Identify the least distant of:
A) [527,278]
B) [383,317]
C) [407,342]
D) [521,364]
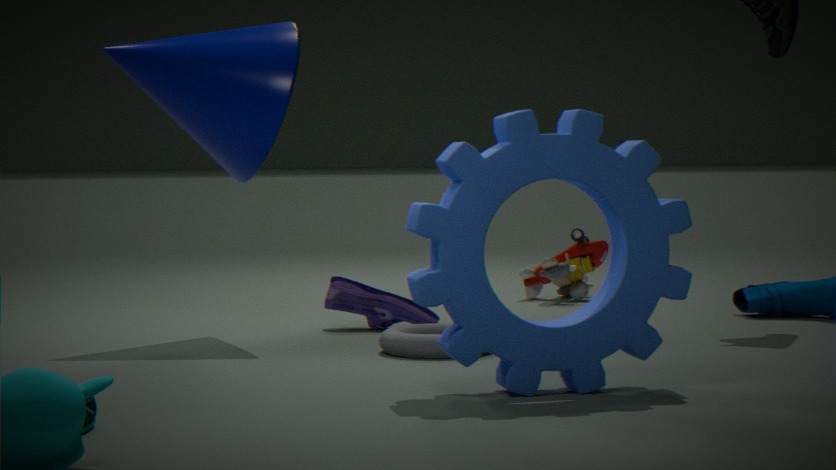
D. [521,364]
